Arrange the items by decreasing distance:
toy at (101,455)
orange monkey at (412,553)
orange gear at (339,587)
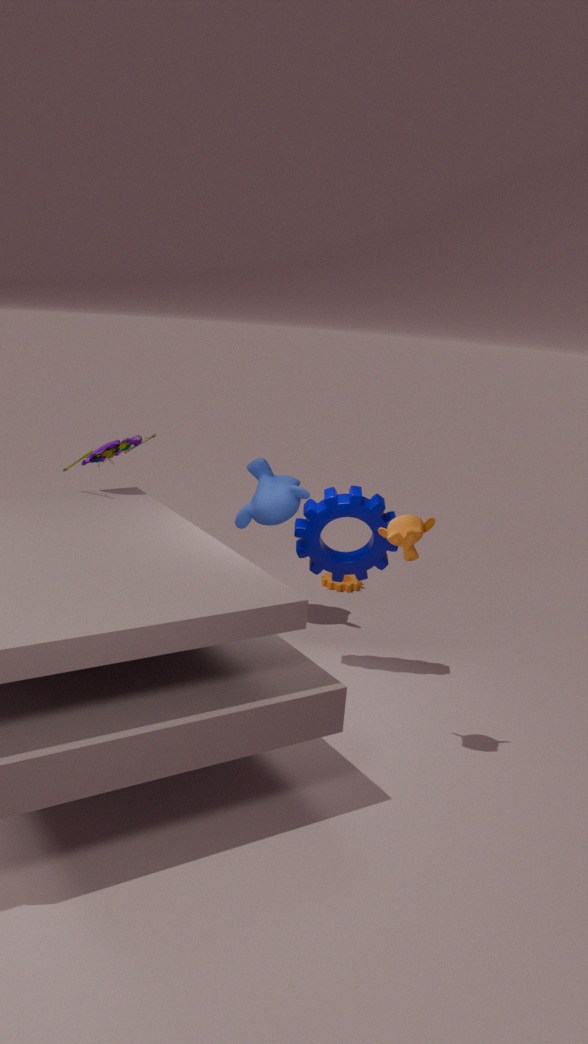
orange gear at (339,587) → toy at (101,455) → orange monkey at (412,553)
